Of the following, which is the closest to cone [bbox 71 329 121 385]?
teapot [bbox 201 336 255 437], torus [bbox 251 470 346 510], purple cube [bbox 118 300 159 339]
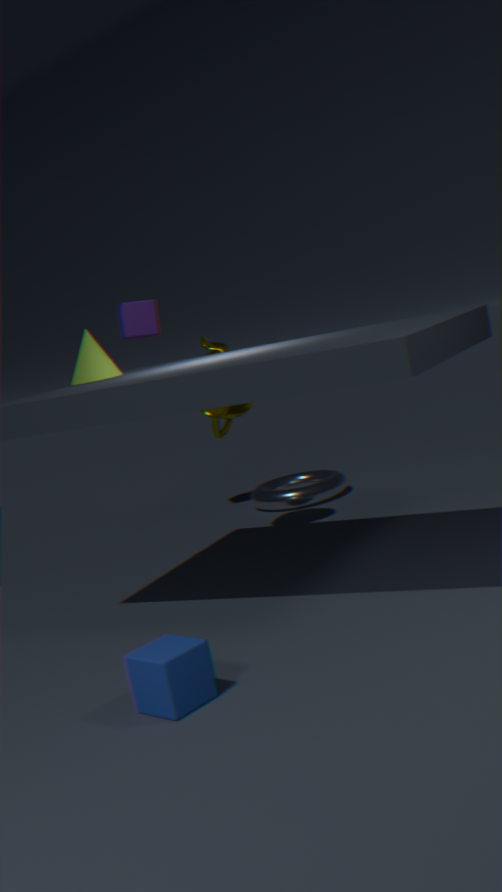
teapot [bbox 201 336 255 437]
